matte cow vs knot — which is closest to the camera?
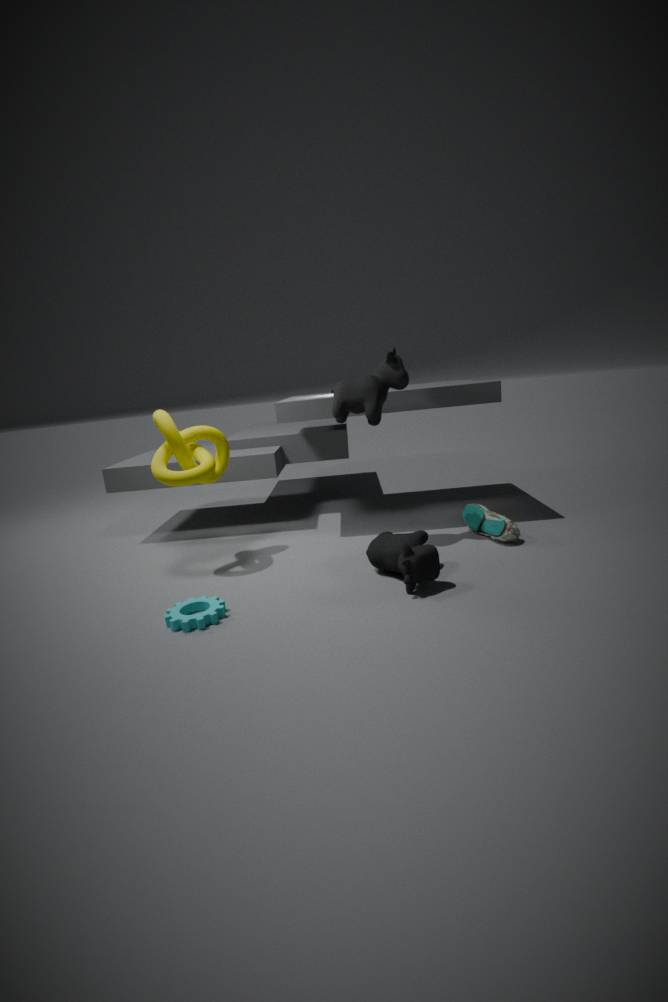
matte cow
